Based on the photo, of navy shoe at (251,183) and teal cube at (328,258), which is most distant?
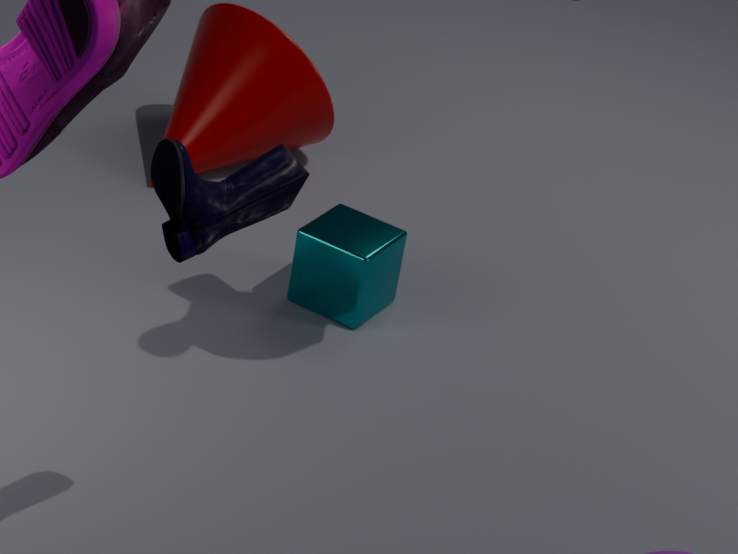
teal cube at (328,258)
